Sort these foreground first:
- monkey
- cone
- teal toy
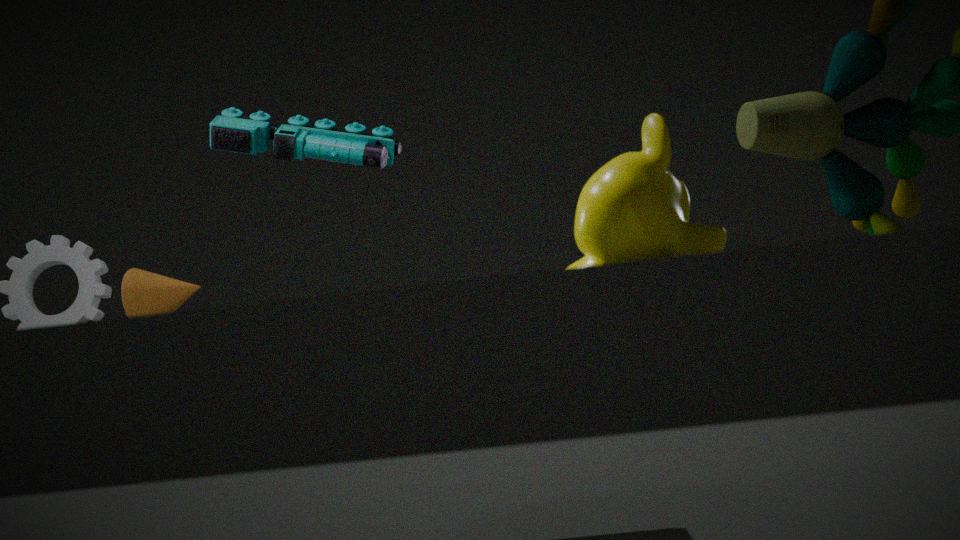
monkey < teal toy < cone
